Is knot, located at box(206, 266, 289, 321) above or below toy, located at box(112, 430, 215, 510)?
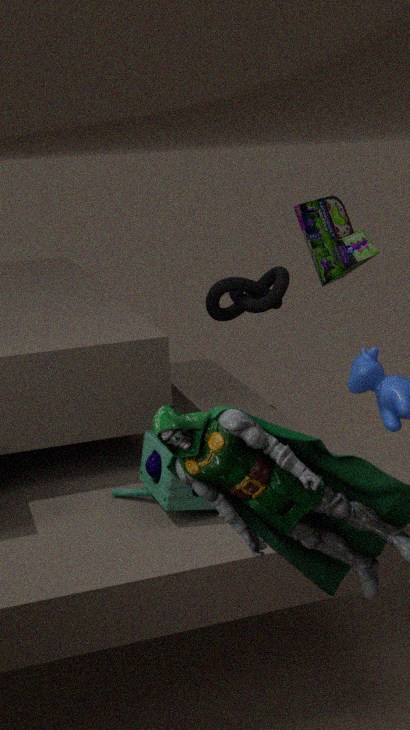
above
